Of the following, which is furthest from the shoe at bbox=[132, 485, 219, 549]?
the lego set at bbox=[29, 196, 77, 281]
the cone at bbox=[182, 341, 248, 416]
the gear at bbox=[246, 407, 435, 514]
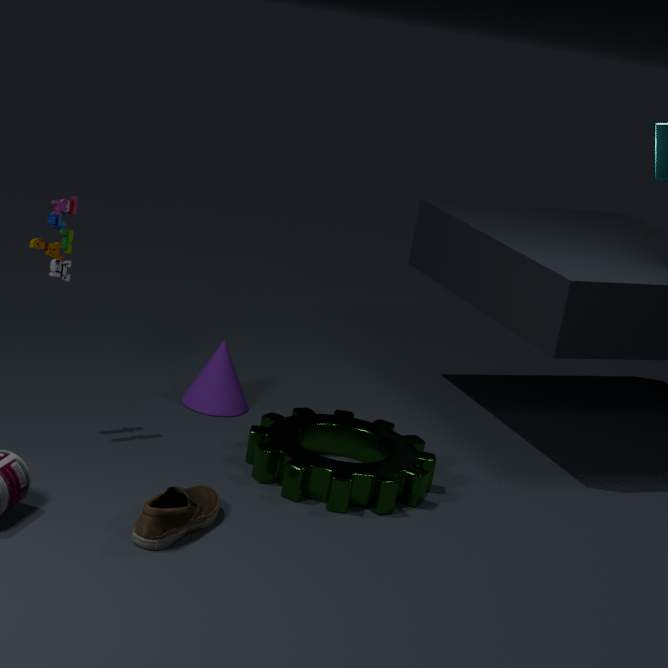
the lego set at bbox=[29, 196, 77, 281]
